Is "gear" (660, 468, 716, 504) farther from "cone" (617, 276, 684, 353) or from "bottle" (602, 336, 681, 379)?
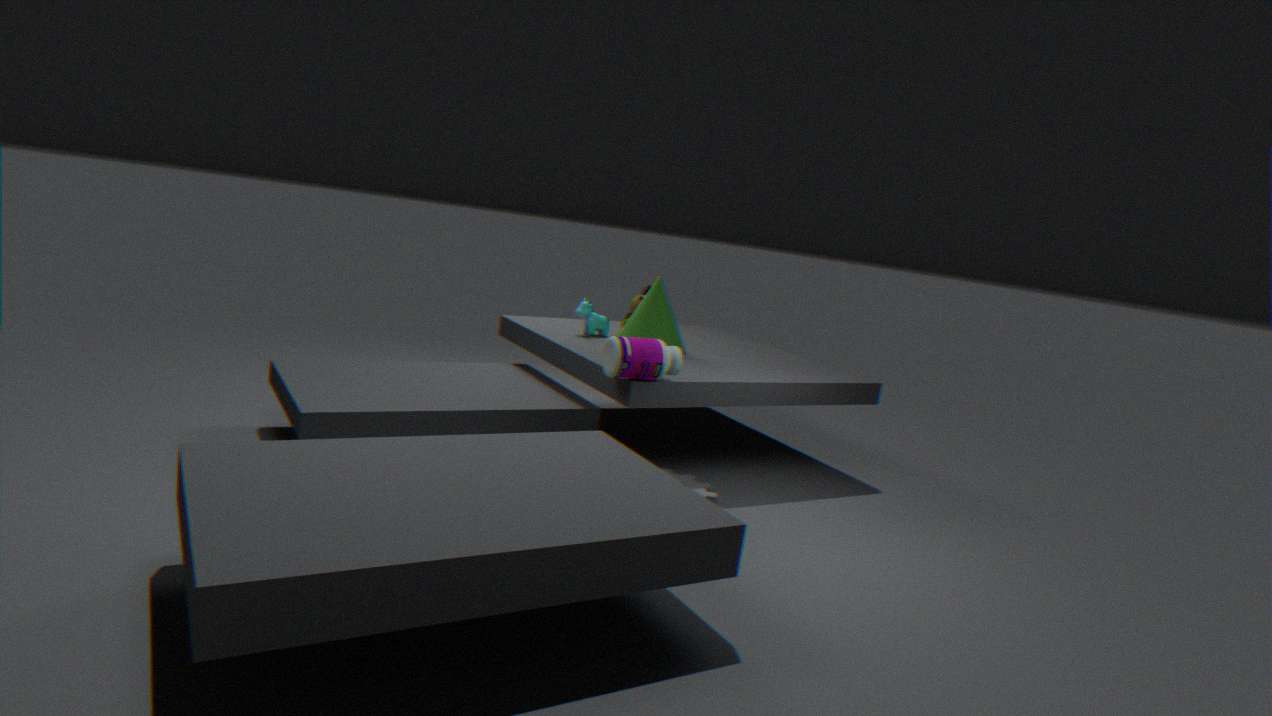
"cone" (617, 276, 684, 353)
